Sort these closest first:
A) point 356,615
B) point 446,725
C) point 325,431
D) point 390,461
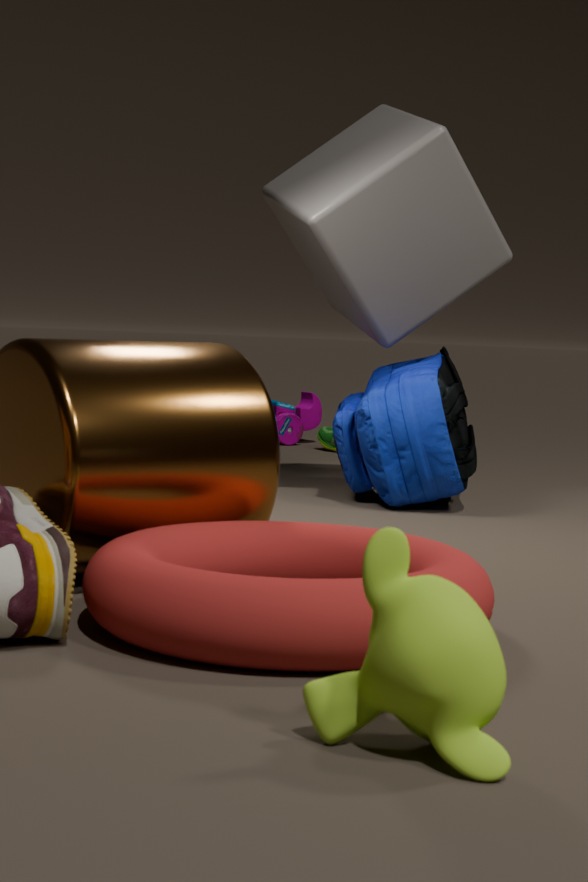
point 446,725
point 356,615
point 390,461
point 325,431
